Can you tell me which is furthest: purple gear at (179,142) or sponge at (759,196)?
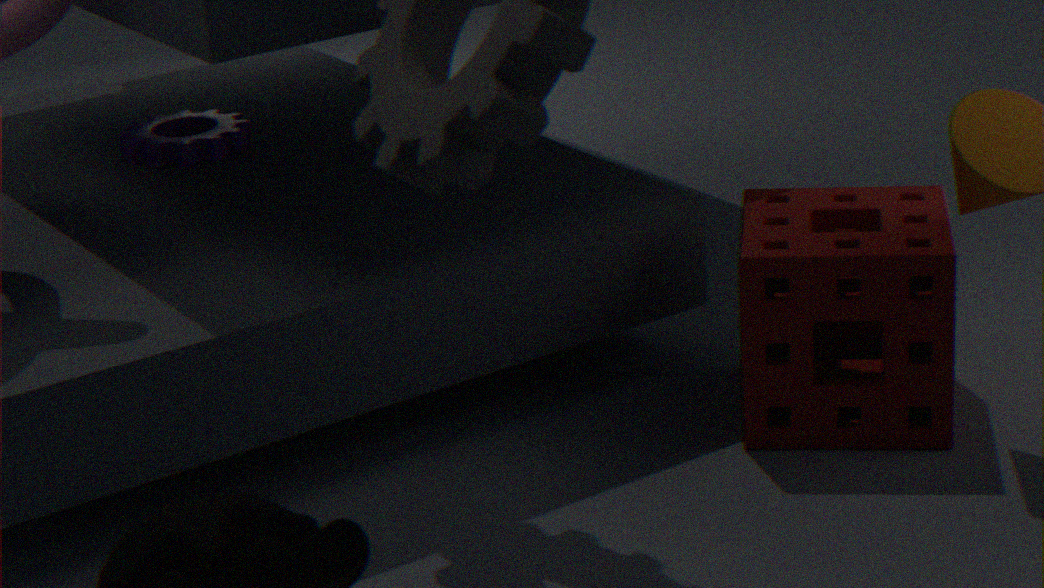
purple gear at (179,142)
